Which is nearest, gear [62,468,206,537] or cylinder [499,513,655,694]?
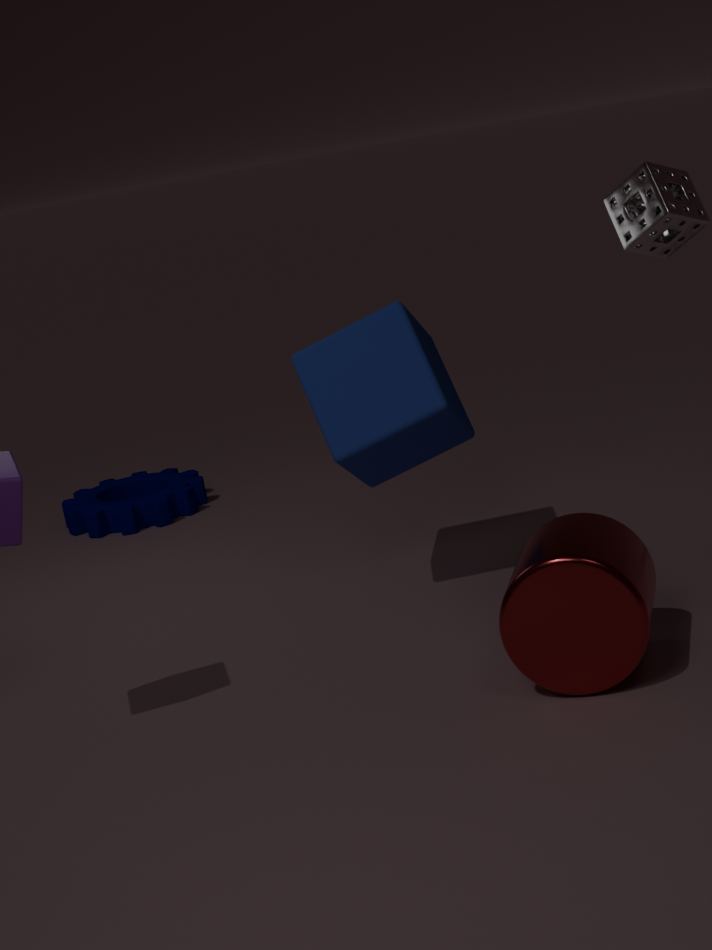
cylinder [499,513,655,694]
